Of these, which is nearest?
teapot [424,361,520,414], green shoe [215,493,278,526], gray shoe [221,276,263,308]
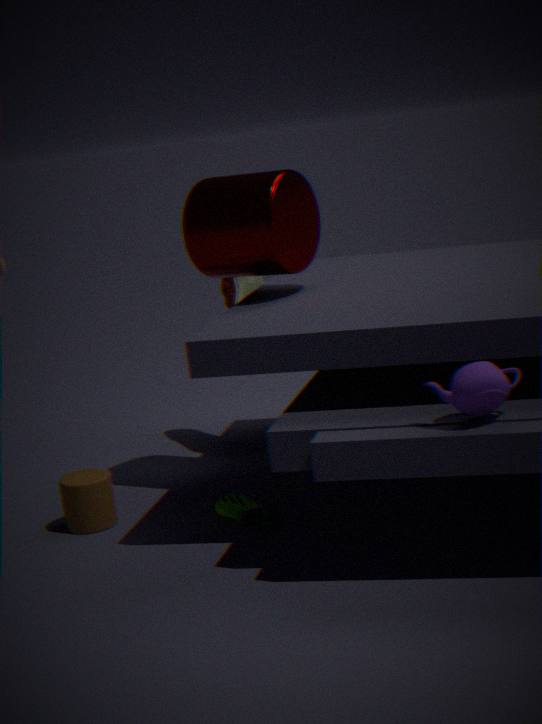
teapot [424,361,520,414]
